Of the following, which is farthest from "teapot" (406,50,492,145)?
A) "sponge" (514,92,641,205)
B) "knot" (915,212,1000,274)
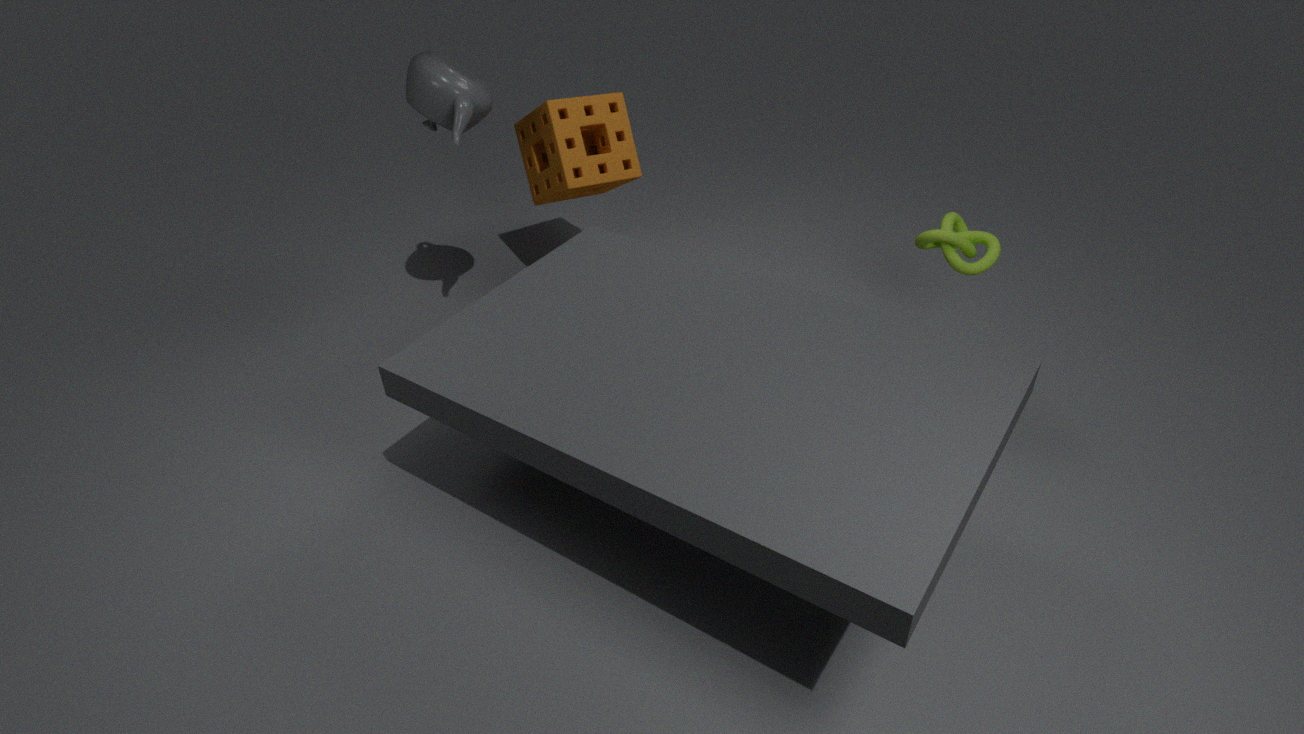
"knot" (915,212,1000,274)
